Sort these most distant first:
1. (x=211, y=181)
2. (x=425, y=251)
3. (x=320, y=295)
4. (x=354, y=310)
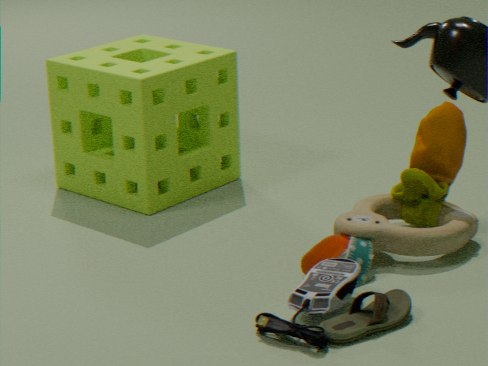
1. (x=211, y=181)
2. (x=425, y=251)
3. (x=320, y=295)
4. (x=354, y=310)
